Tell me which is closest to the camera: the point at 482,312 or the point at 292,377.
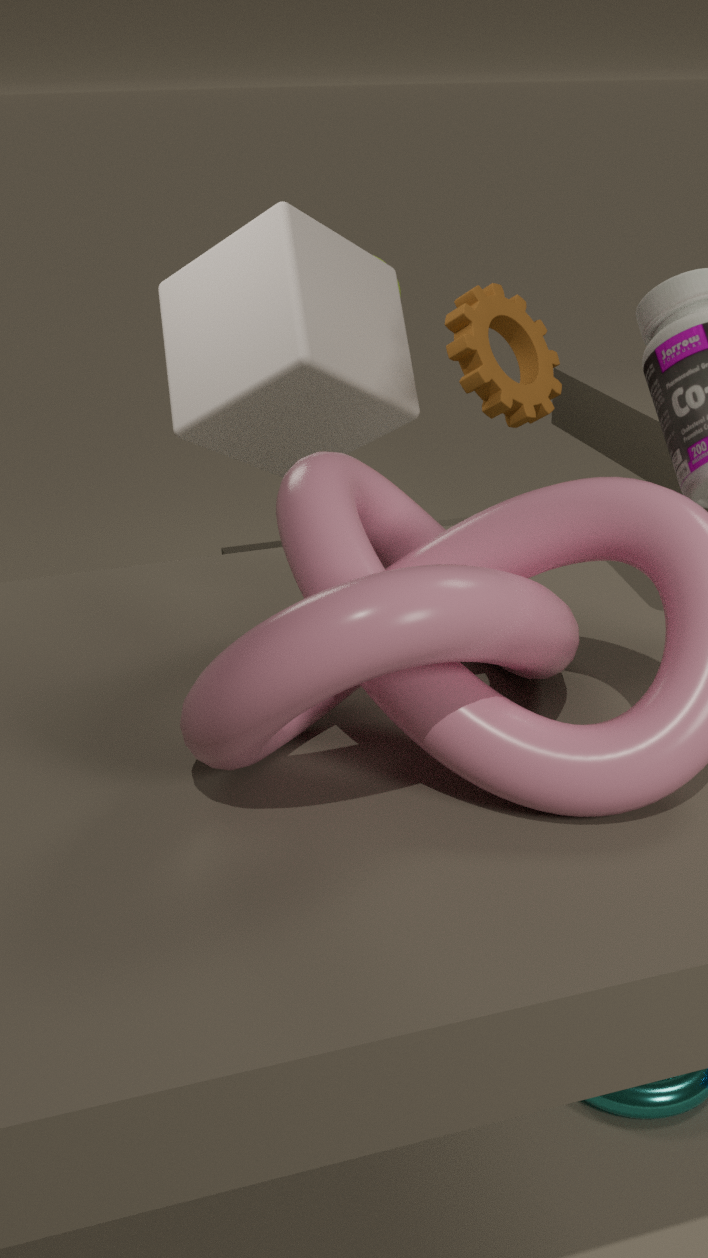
the point at 292,377
